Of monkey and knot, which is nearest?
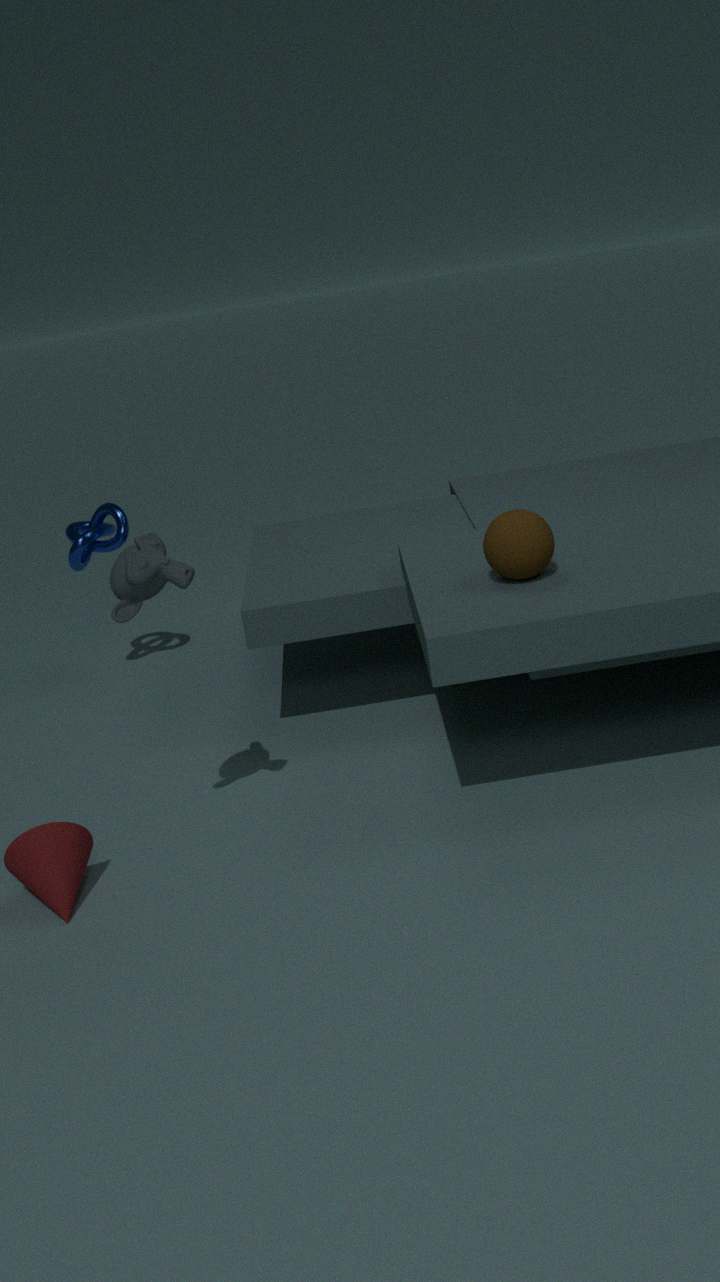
monkey
